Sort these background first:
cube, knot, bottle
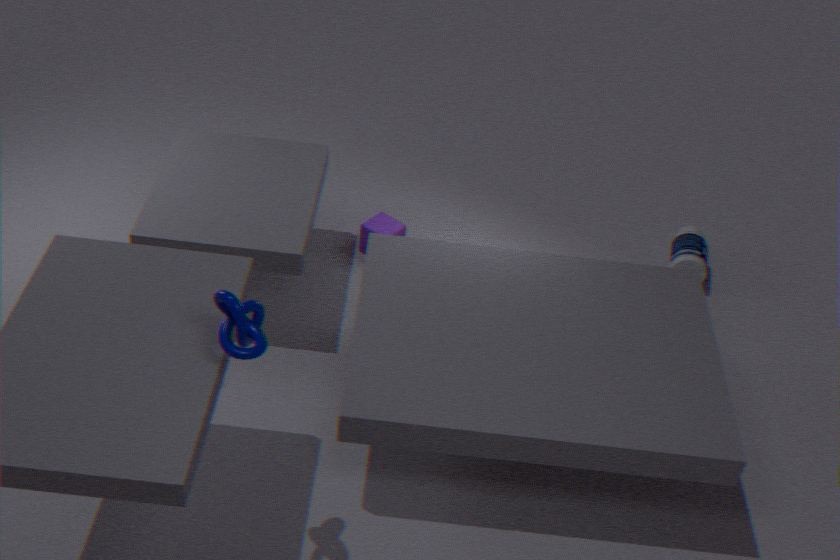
1. bottle
2. cube
3. knot
